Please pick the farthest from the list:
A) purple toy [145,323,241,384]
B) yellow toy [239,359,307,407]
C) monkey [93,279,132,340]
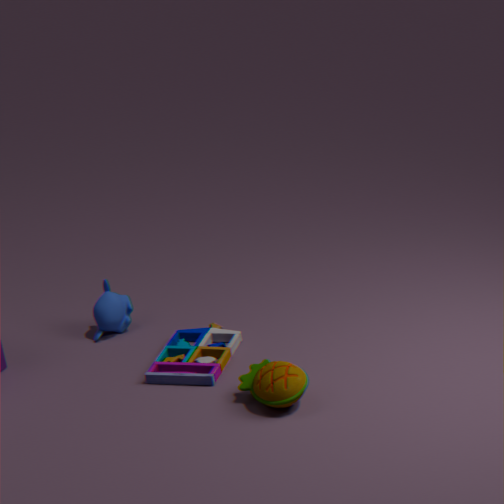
monkey [93,279,132,340]
